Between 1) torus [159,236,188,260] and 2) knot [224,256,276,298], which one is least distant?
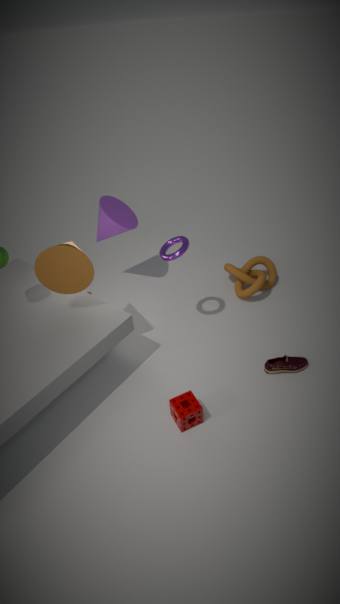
1. torus [159,236,188,260]
